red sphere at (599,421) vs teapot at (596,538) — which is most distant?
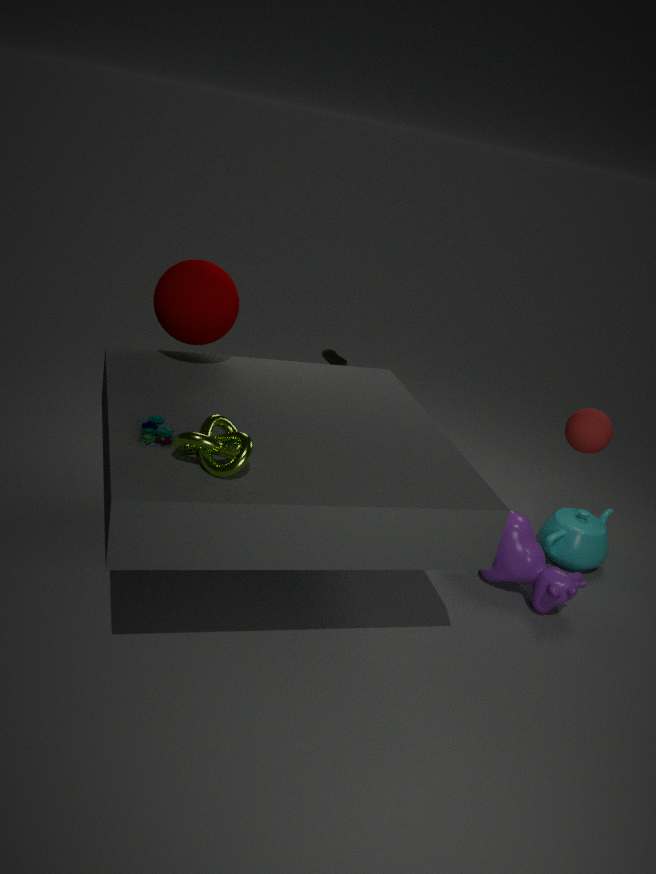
teapot at (596,538)
